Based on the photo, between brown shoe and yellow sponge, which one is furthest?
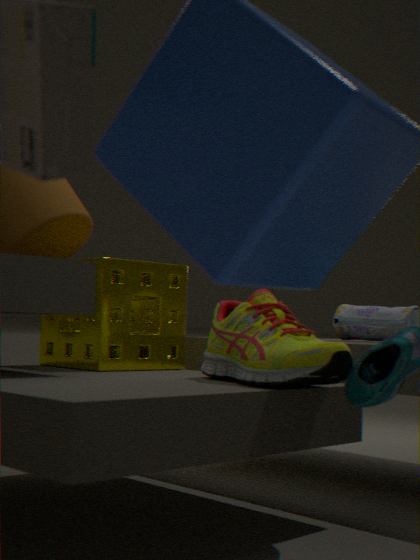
yellow sponge
